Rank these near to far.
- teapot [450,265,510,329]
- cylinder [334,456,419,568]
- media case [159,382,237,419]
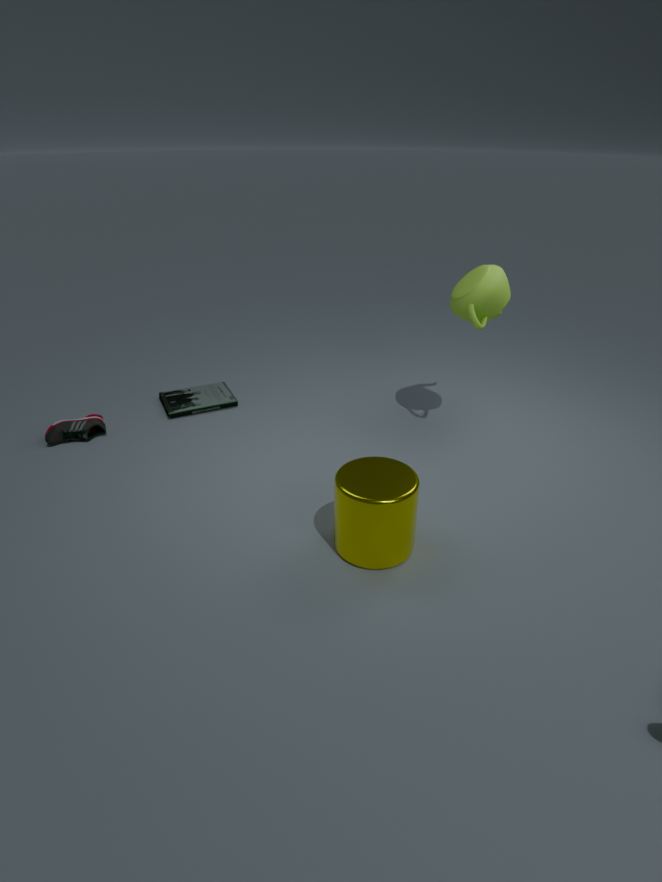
cylinder [334,456,419,568]
teapot [450,265,510,329]
media case [159,382,237,419]
